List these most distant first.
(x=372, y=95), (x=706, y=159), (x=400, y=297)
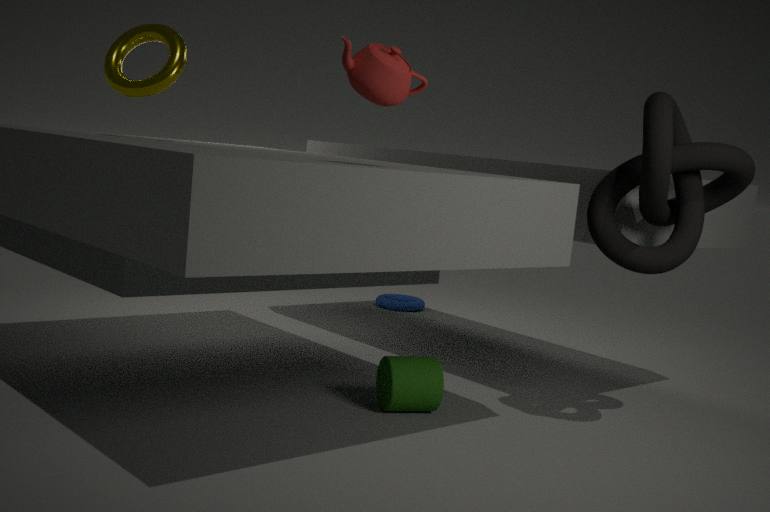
(x=400, y=297), (x=706, y=159), (x=372, y=95)
